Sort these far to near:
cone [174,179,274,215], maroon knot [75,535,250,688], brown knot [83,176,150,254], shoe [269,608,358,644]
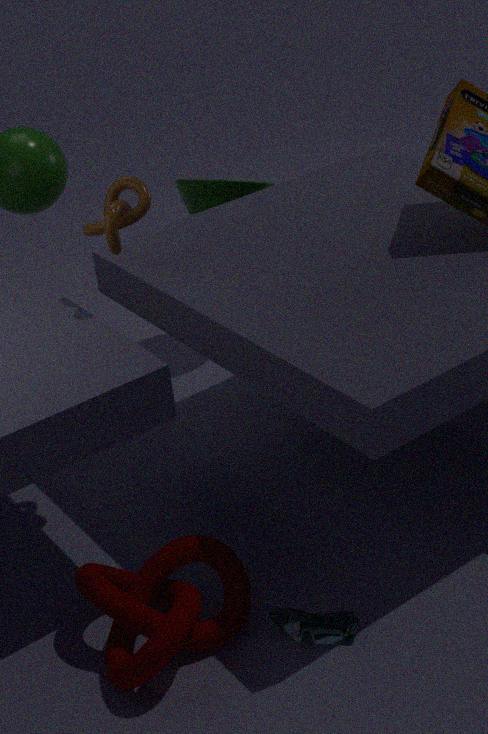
cone [174,179,274,215], brown knot [83,176,150,254], shoe [269,608,358,644], maroon knot [75,535,250,688]
